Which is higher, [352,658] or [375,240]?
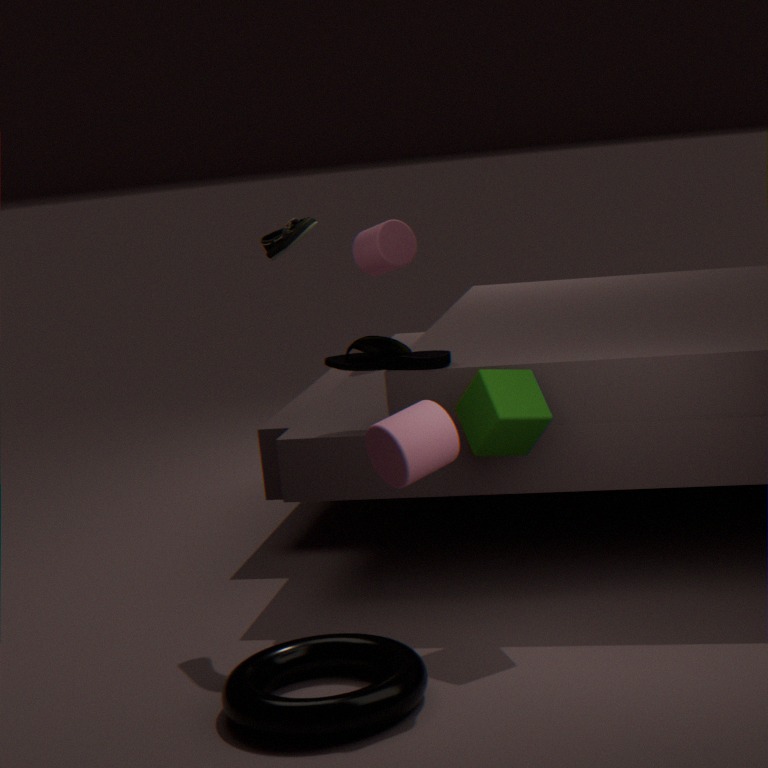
[375,240]
